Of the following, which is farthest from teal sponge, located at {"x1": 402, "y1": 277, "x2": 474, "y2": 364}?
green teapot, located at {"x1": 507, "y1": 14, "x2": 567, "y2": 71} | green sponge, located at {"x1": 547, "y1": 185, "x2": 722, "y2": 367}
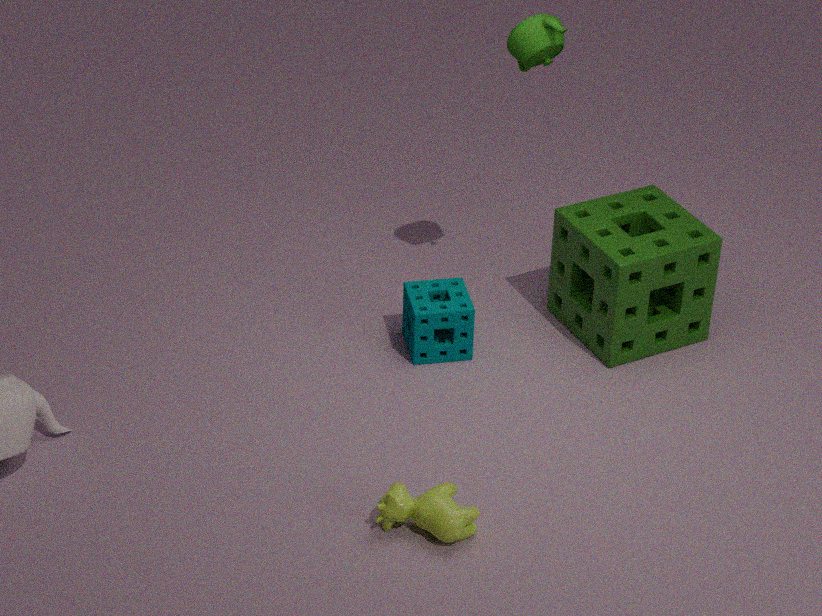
green teapot, located at {"x1": 507, "y1": 14, "x2": 567, "y2": 71}
